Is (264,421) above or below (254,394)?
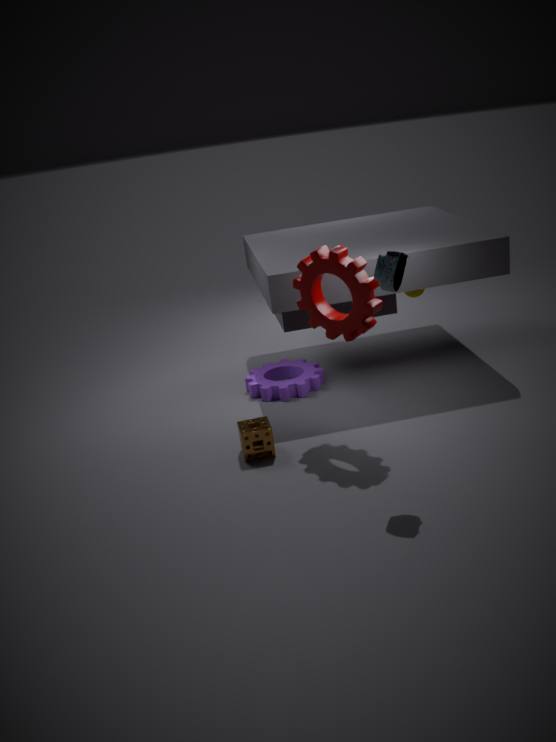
above
